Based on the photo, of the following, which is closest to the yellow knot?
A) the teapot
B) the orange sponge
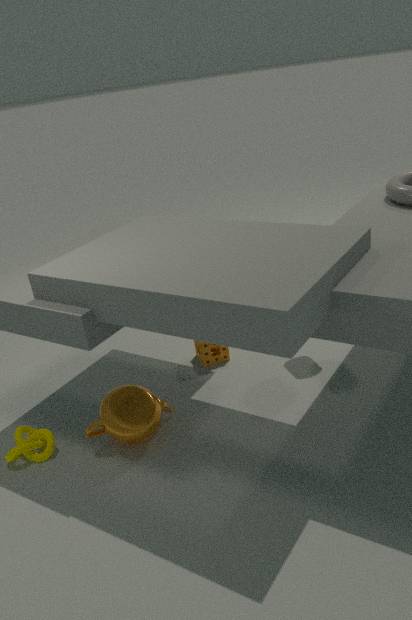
the teapot
